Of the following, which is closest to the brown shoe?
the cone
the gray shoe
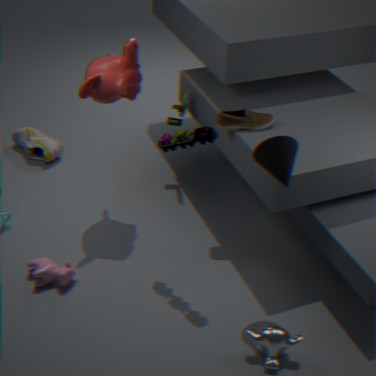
the cone
